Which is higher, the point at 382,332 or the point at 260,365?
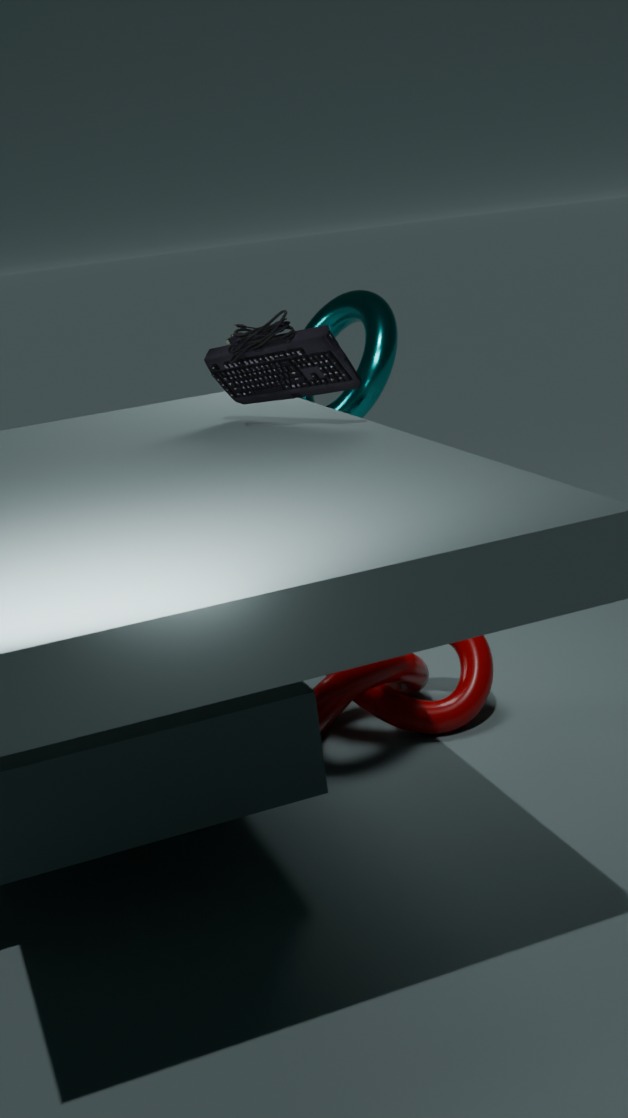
the point at 260,365
